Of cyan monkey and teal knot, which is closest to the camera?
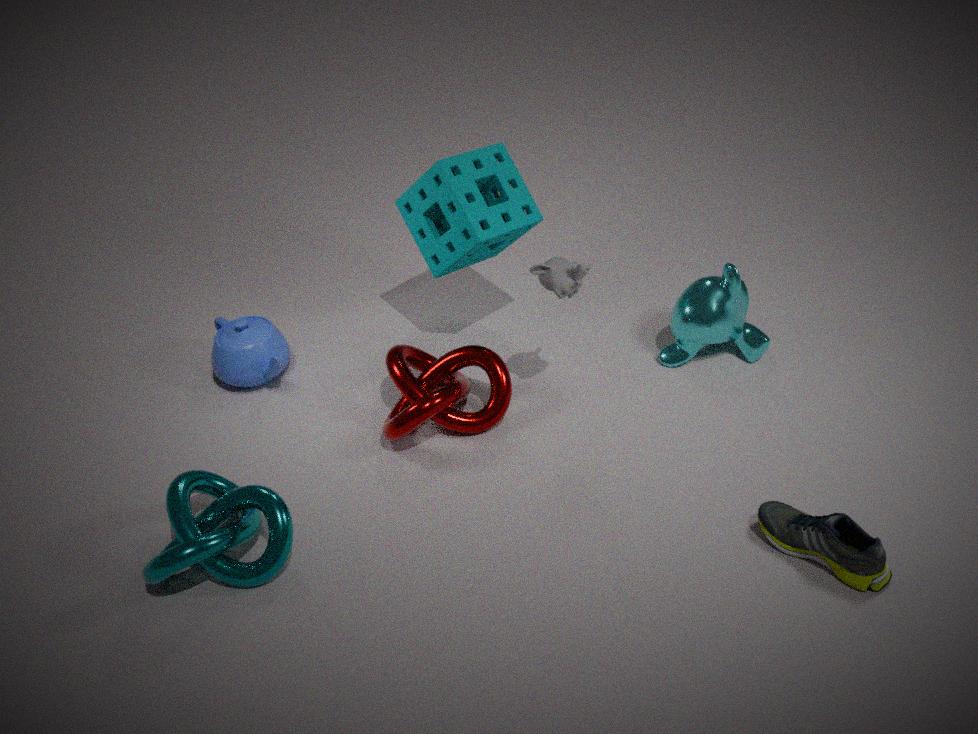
teal knot
